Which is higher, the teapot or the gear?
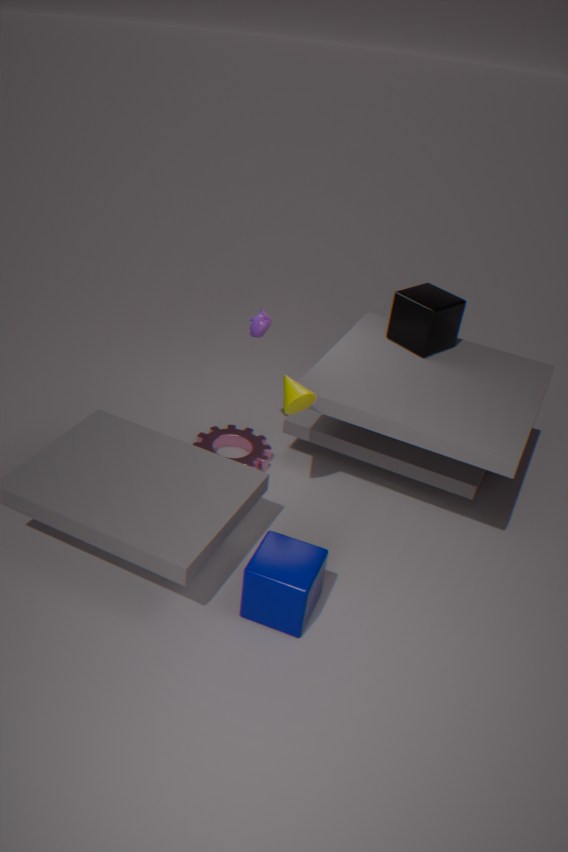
the teapot
